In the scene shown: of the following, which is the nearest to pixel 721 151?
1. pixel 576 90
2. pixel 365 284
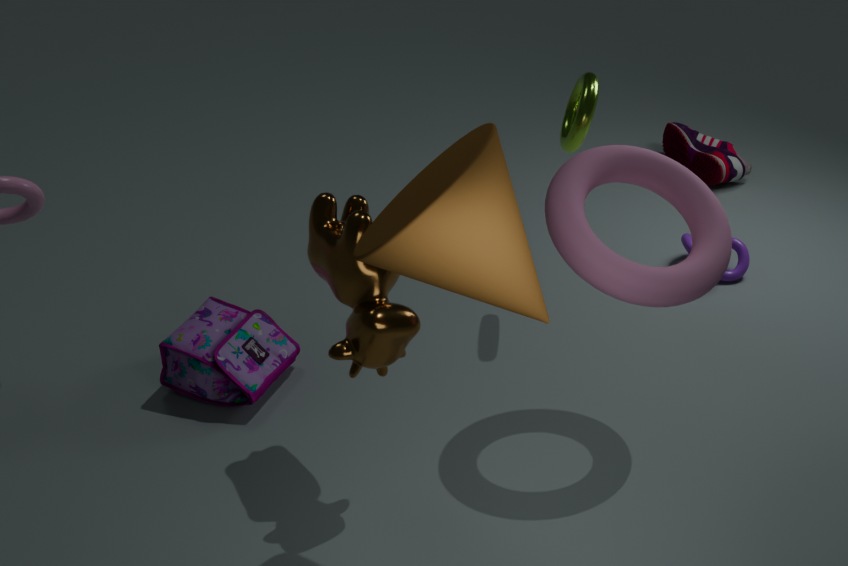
pixel 576 90
